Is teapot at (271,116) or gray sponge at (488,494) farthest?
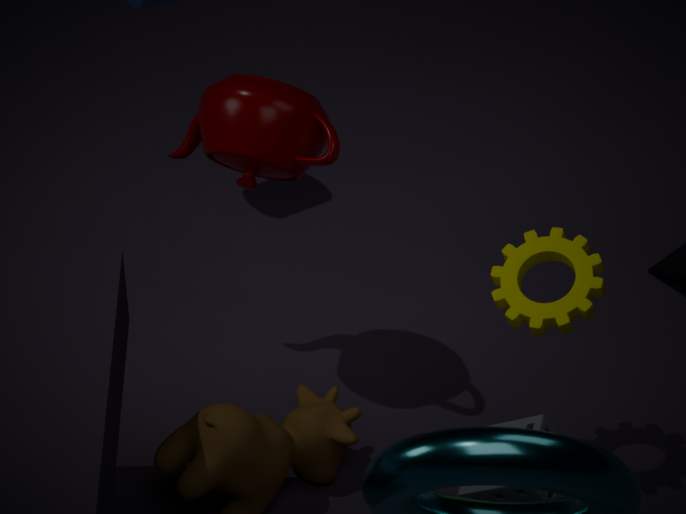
teapot at (271,116)
